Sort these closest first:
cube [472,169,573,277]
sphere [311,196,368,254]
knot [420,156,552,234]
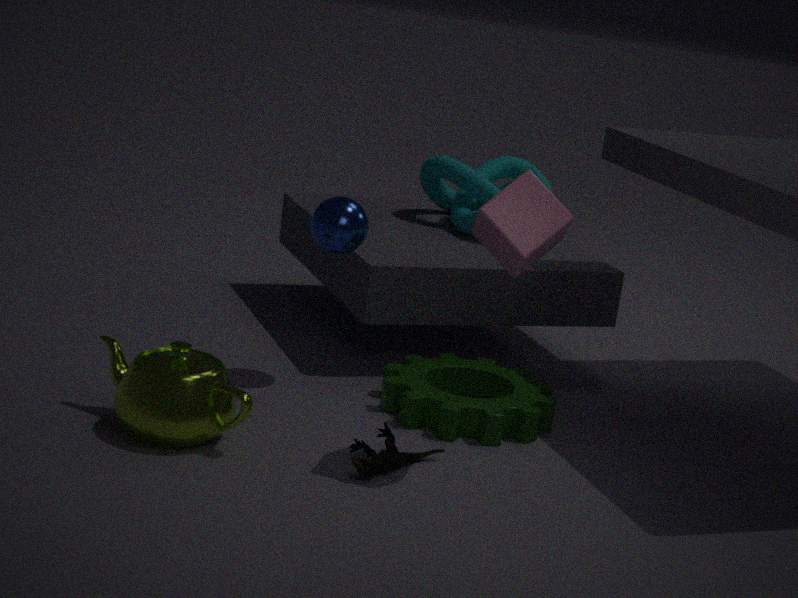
cube [472,169,573,277]
sphere [311,196,368,254]
knot [420,156,552,234]
